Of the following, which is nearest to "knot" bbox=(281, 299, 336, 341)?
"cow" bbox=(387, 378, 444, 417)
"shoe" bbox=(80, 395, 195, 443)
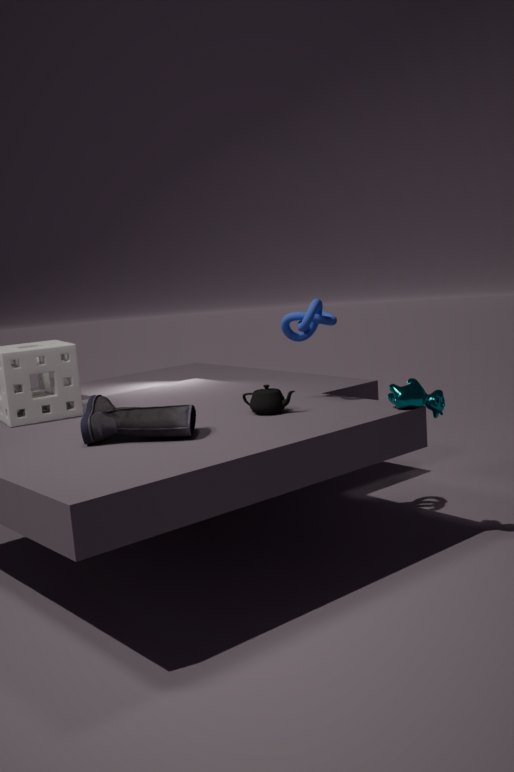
"cow" bbox=(387, 378, 444, 417)
